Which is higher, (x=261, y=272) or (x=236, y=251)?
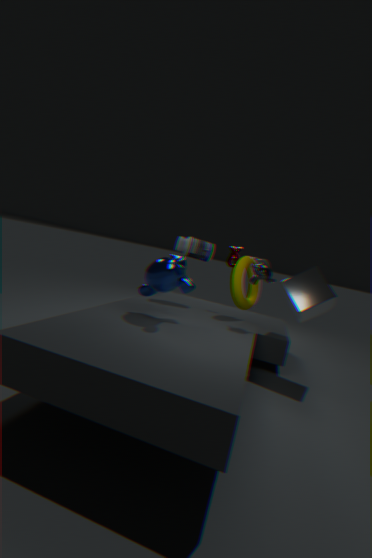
(x=236, y=251)
